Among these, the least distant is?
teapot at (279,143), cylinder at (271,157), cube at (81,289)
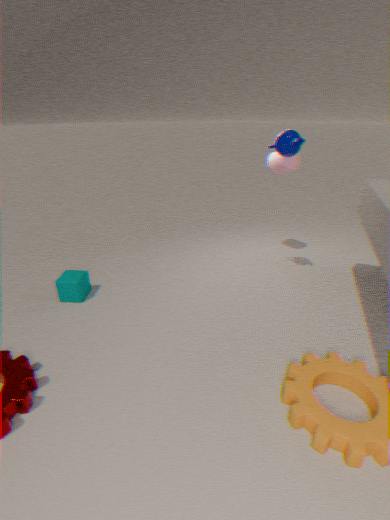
teapot at (279,143)
